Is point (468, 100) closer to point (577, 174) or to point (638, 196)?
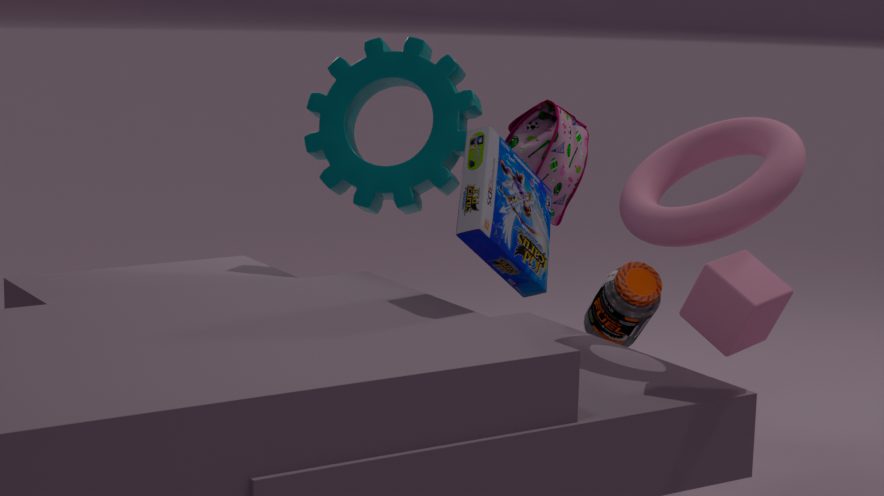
→ point (577, 174)
